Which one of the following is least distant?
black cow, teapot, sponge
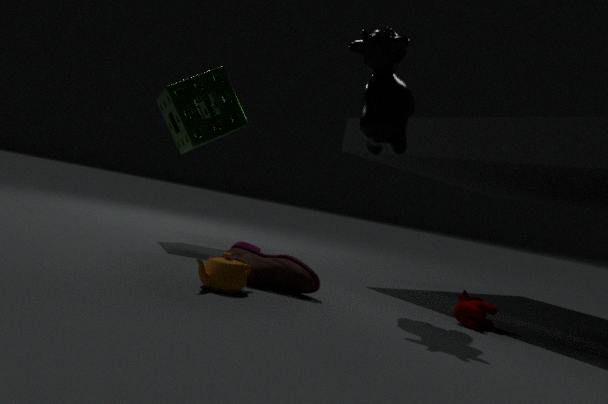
teapot
